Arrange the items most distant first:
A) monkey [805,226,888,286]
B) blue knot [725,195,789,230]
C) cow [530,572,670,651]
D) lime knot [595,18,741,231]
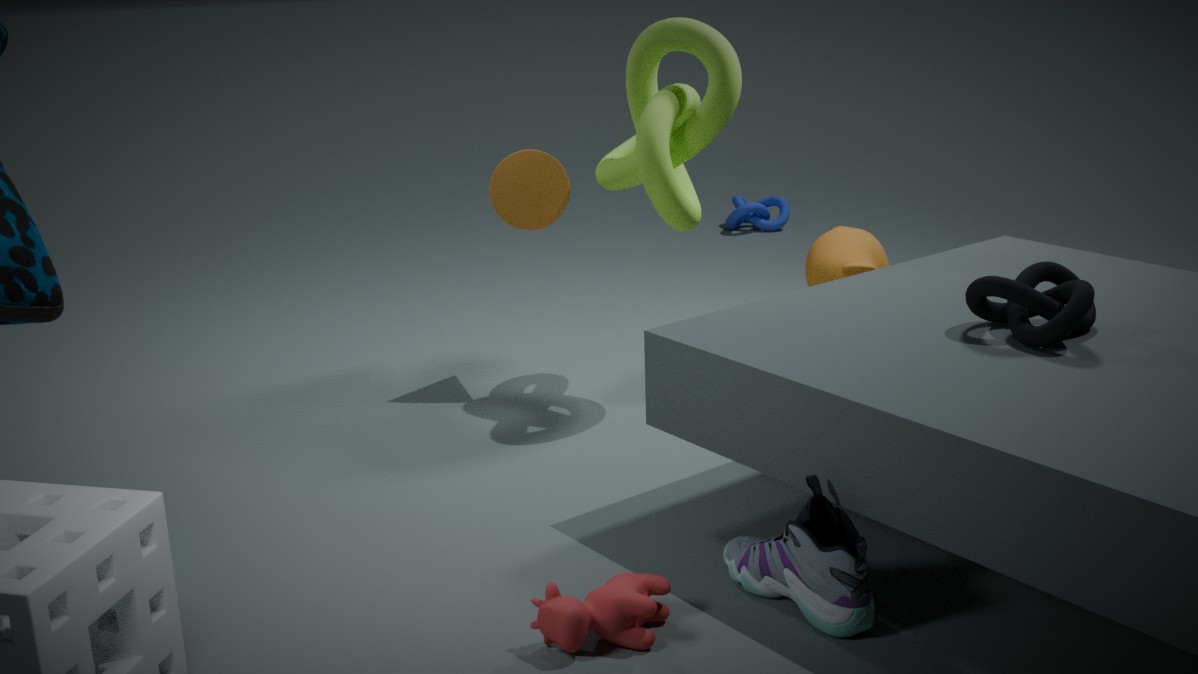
blue knot [725,195,789,230], monkey [805,226,888,286], lime knot [595,18,741,231], cow [530,572,670,651]
